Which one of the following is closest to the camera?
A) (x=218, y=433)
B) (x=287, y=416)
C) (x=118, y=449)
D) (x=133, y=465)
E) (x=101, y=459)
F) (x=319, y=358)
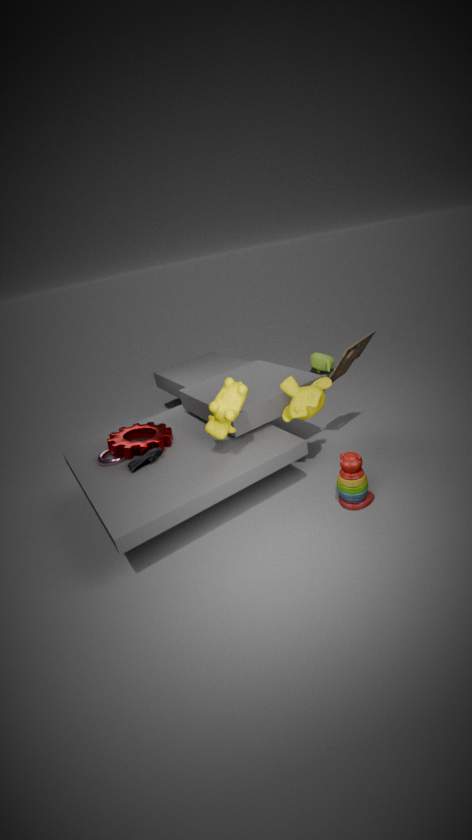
(x=218, y=433)
